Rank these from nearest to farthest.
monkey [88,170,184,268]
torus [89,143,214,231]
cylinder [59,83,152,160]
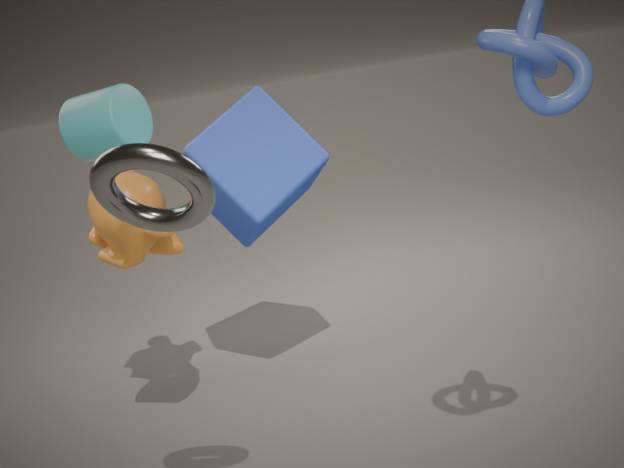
torus [89,143,214,231], cylinder [59,83,152,160], monkey [88,170,184,268]
